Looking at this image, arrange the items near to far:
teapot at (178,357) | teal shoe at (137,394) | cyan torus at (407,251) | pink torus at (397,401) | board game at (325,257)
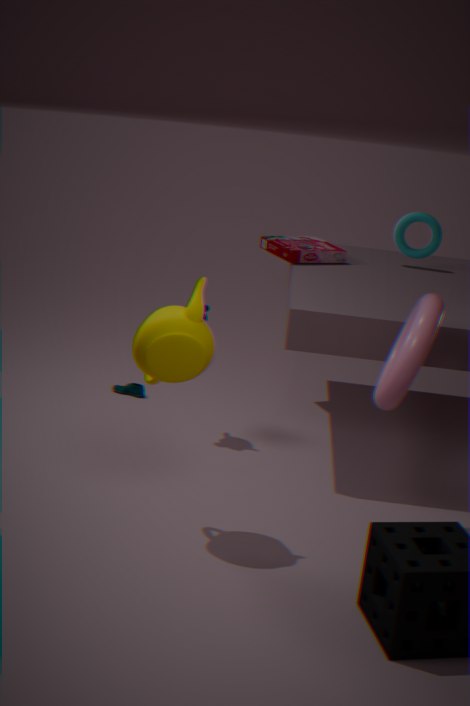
teapot at (178,357)
pink torus at (397,401)
board game at (325,257)
cyan torus at (407,251)
teal shoe at (137,394)
